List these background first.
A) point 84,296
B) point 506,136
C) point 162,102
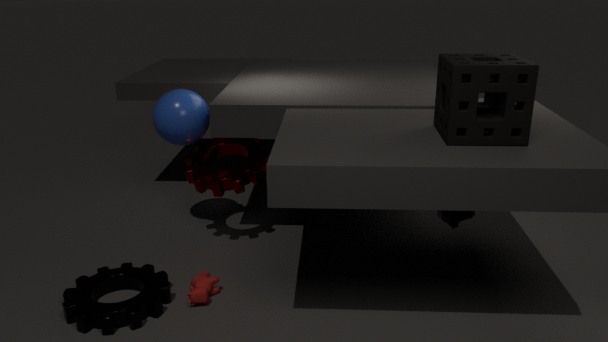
point 162,102 < point 84,296 < point 506,136
